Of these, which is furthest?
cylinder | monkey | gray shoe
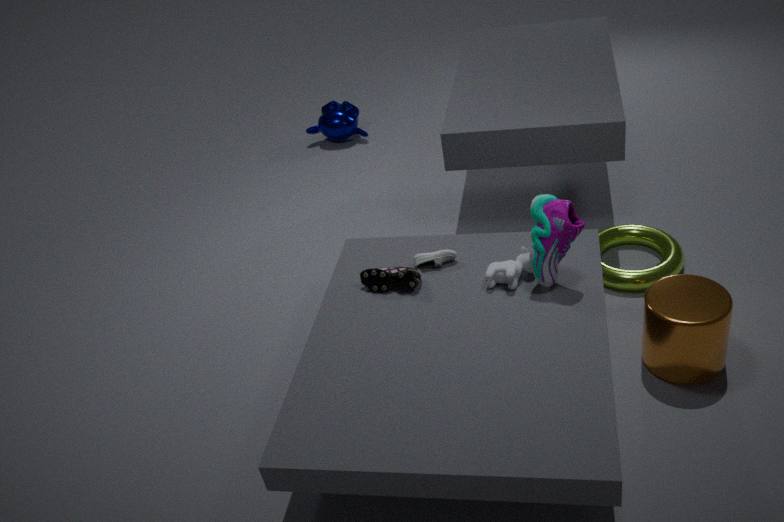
monkey
